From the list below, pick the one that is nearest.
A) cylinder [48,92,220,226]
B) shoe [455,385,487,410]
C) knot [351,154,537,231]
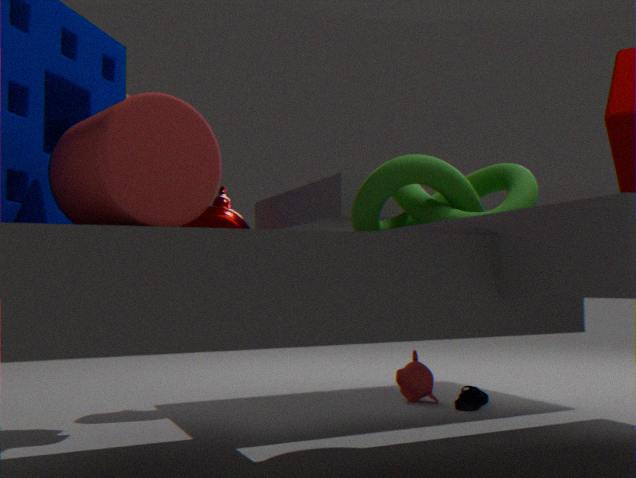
cylinder [48,92,220,226]
